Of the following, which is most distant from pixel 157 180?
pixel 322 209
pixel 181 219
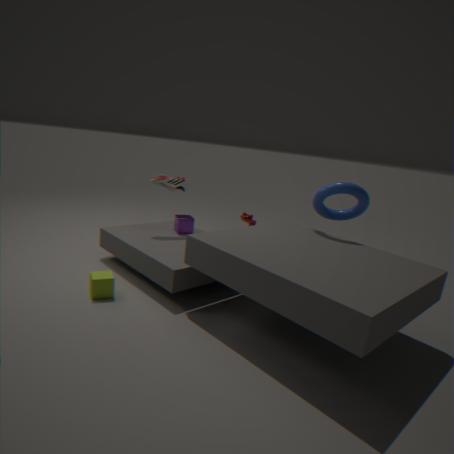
pixel 322 209
